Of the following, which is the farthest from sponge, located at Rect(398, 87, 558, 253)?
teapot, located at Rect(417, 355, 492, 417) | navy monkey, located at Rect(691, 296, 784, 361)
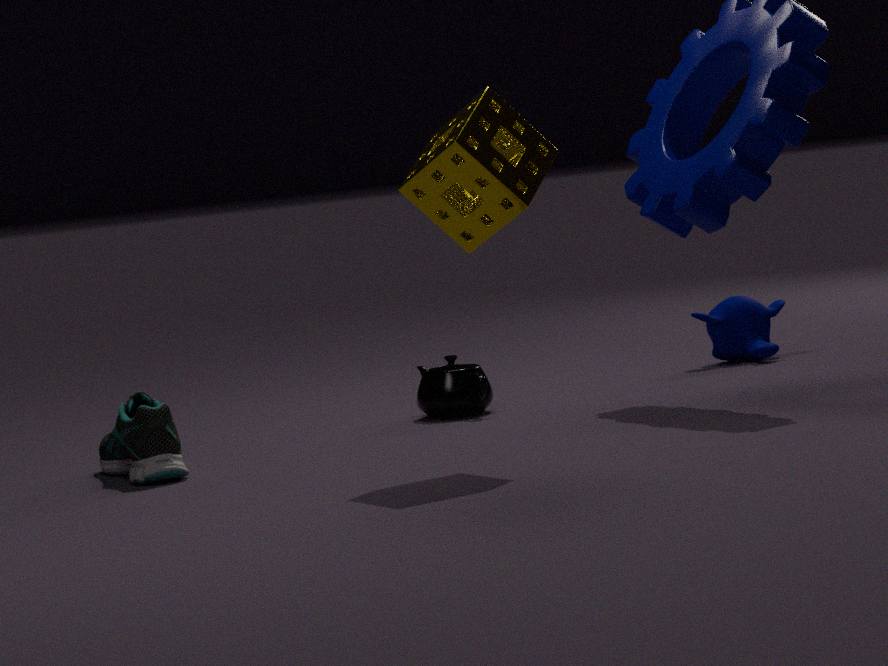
navy monkey, located at Rect(691, 296, 784, 361)
